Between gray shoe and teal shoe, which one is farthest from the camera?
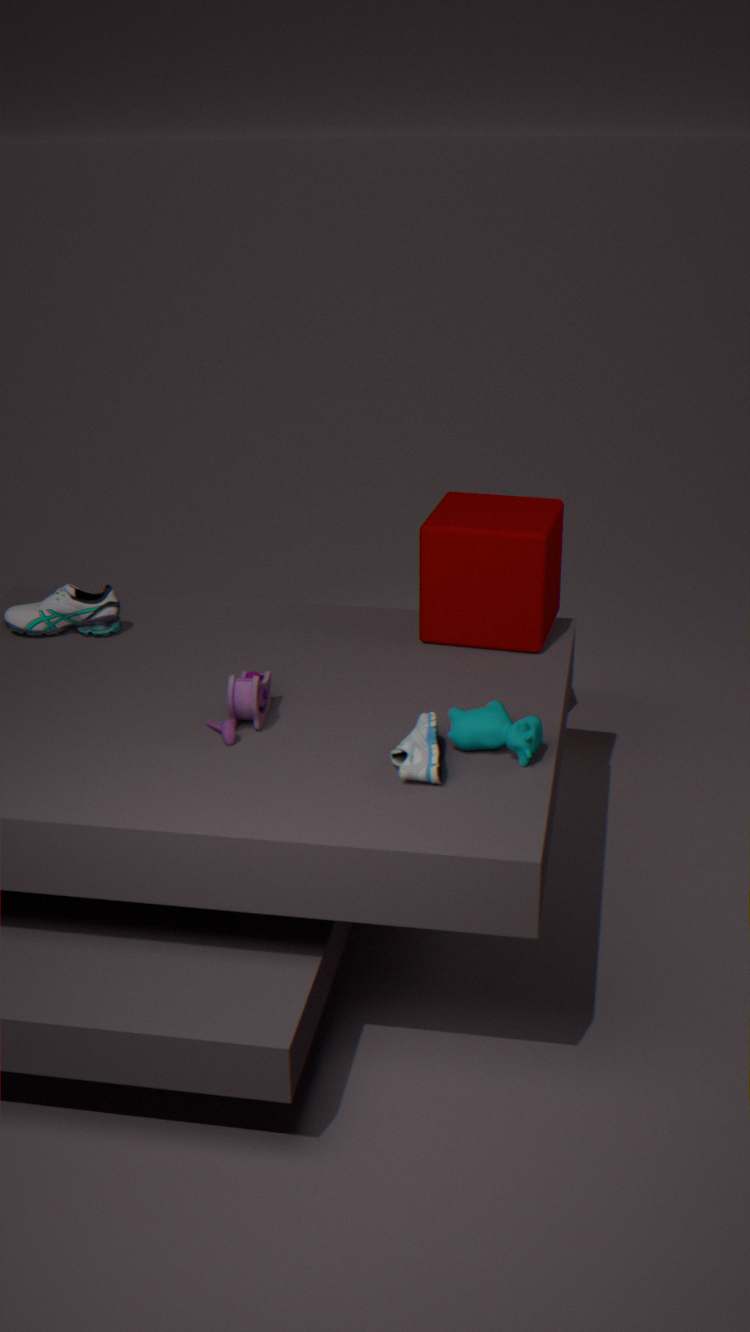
teal shoe
